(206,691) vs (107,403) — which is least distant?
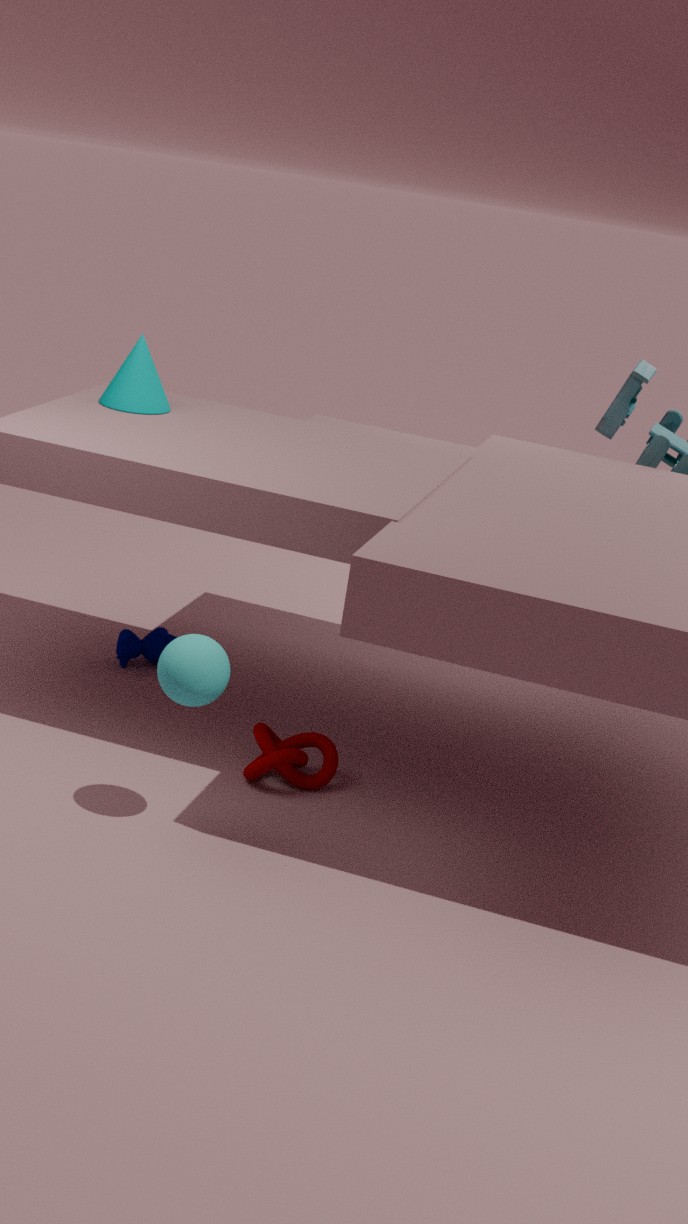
(206,691)
